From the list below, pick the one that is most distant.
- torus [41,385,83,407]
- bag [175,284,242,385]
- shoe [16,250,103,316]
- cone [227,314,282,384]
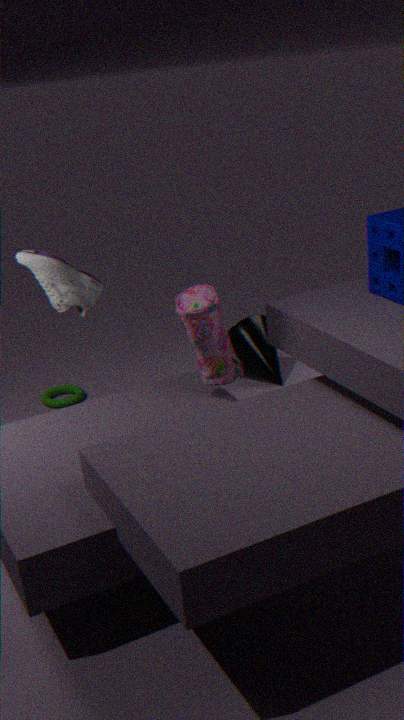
cone [227,314,282,384]
